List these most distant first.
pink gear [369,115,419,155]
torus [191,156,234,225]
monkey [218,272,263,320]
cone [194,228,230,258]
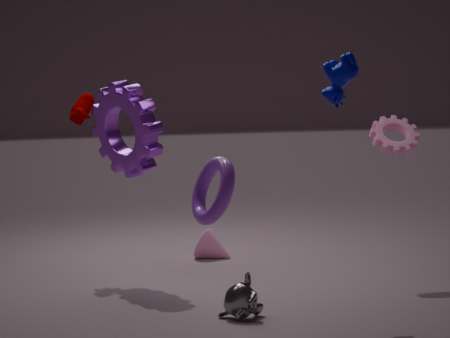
cone [194,228,230,258] < pink gear [369,115,419,155] < monkey [218,272,263,320] < torus [191,156,234,225]
